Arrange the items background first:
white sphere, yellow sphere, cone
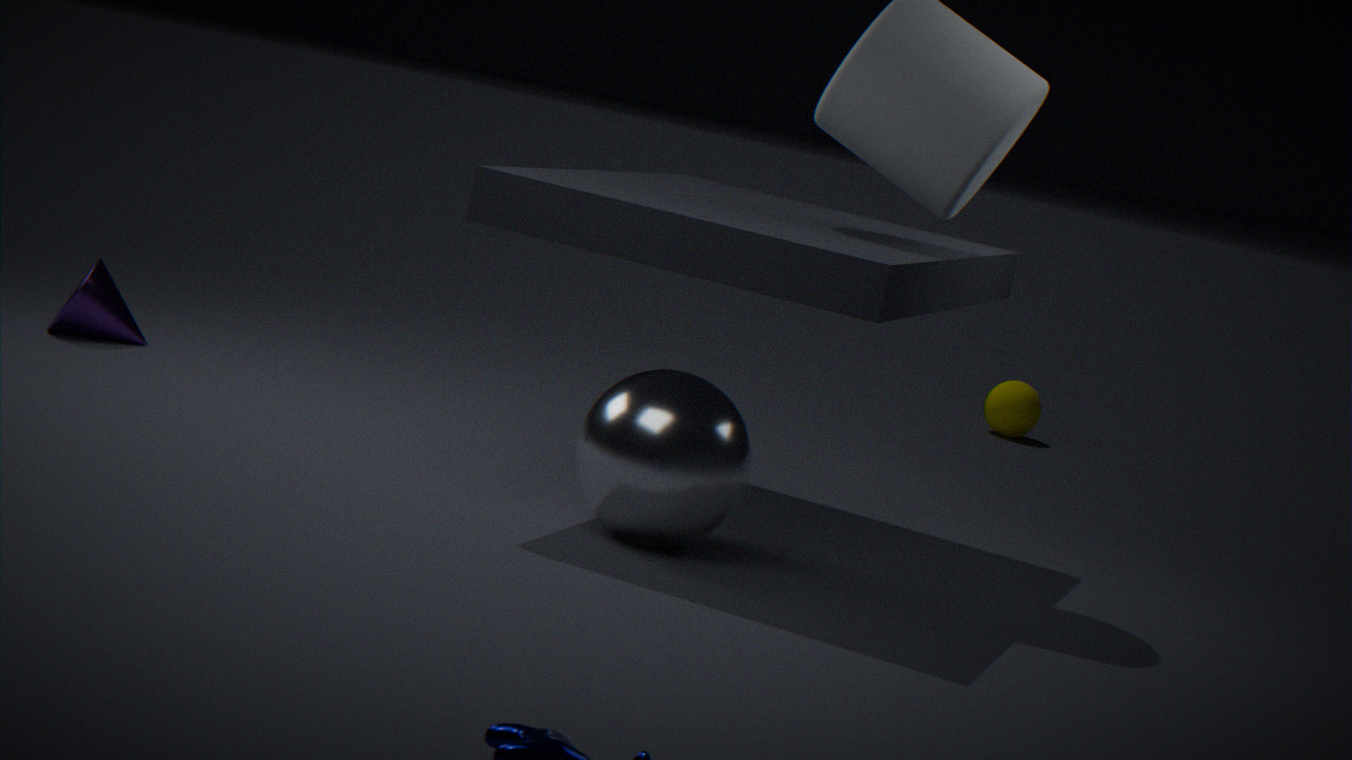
1. yellow sphere
2. cone
3. white sphere
